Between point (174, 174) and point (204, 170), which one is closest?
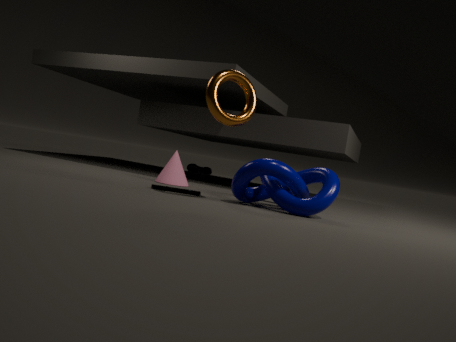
point (174, 174)
